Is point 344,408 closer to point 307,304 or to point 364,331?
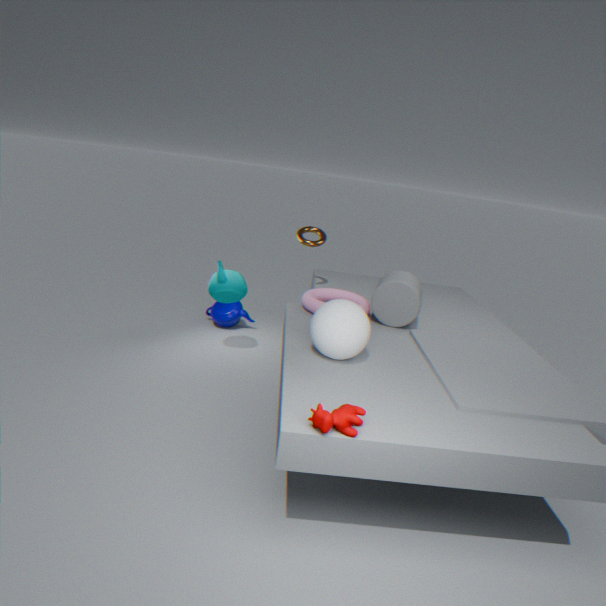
point 364,331
